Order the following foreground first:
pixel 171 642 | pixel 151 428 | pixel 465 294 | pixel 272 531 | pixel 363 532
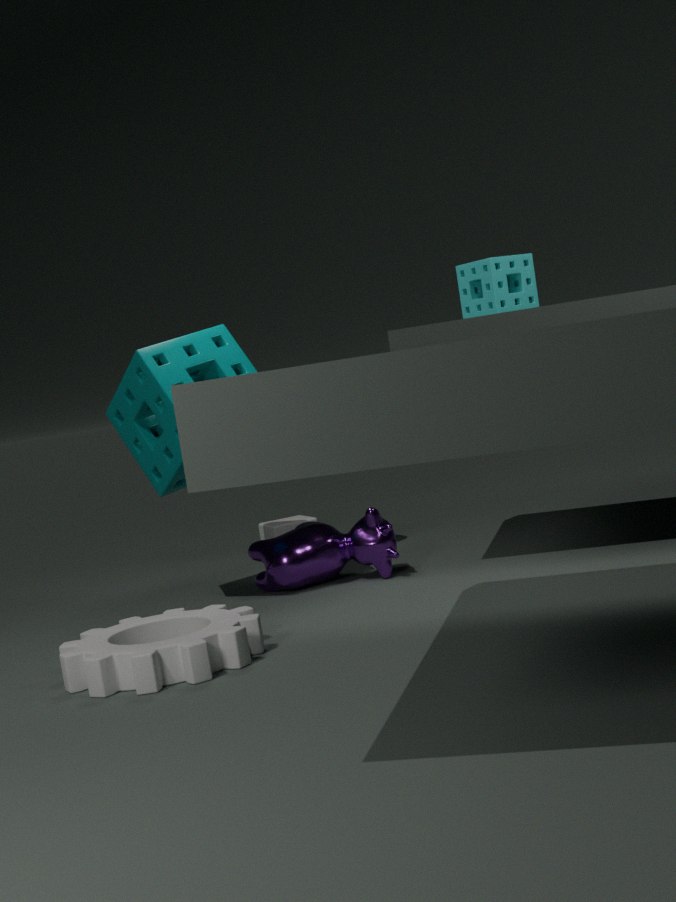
pixel 171 642 → pixel 465 294 → pixel 151 428 → pixel 363 532 → pixel 272 531
